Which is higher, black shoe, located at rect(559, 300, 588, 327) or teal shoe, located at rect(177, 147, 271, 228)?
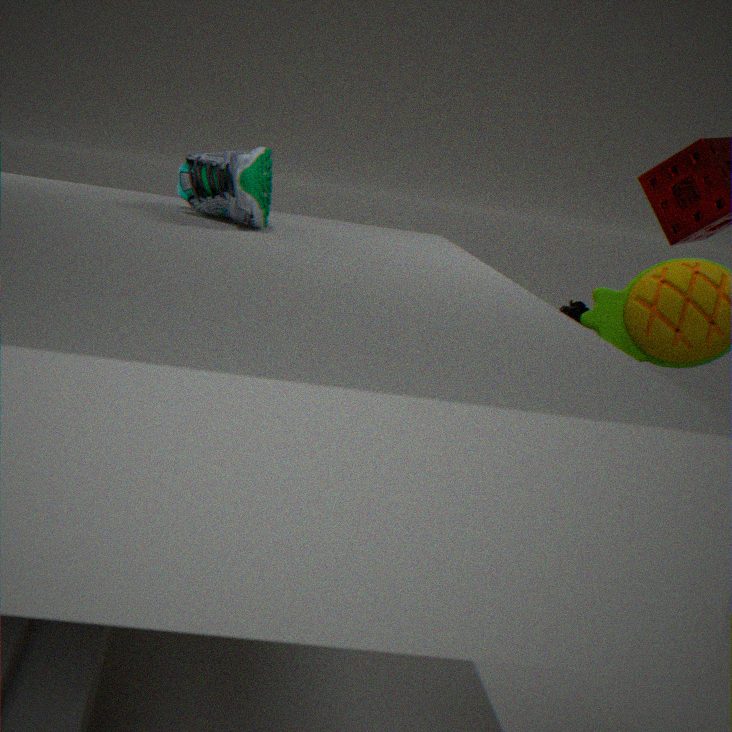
teal shoe, located at rect(177, 147, 271, 228)
